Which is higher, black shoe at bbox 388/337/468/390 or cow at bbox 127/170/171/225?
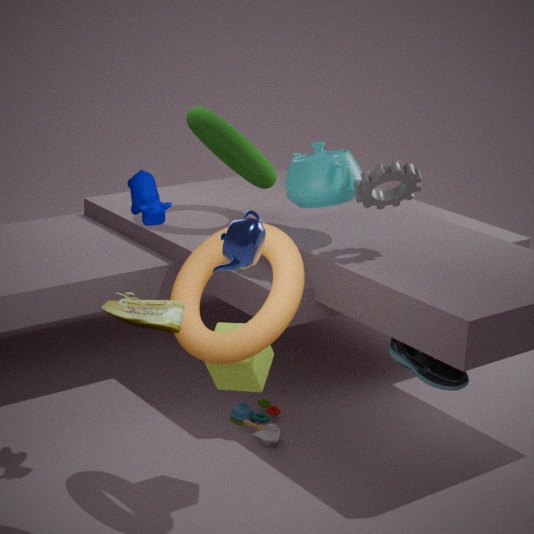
cow at bbox 127/170/171/225
